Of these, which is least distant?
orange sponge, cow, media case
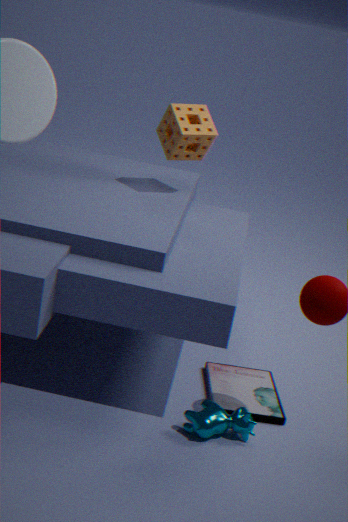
cow
